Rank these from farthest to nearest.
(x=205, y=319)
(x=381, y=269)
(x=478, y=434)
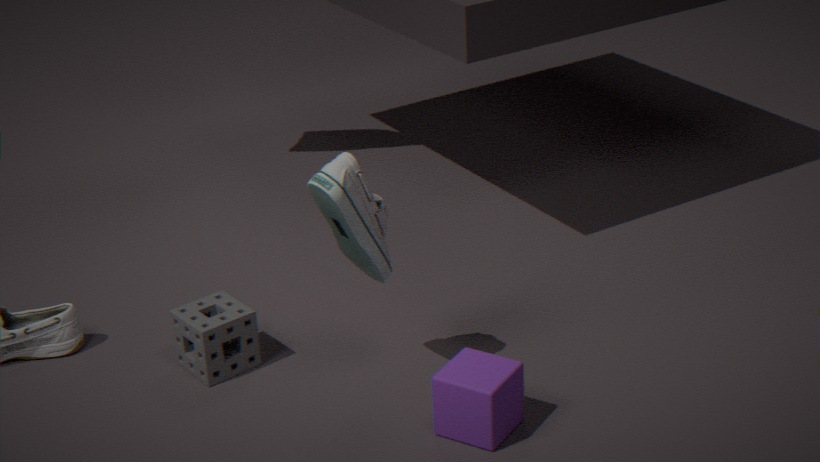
(x=205, y=319)
(x=381, y=269)
(x=478, y=434)
